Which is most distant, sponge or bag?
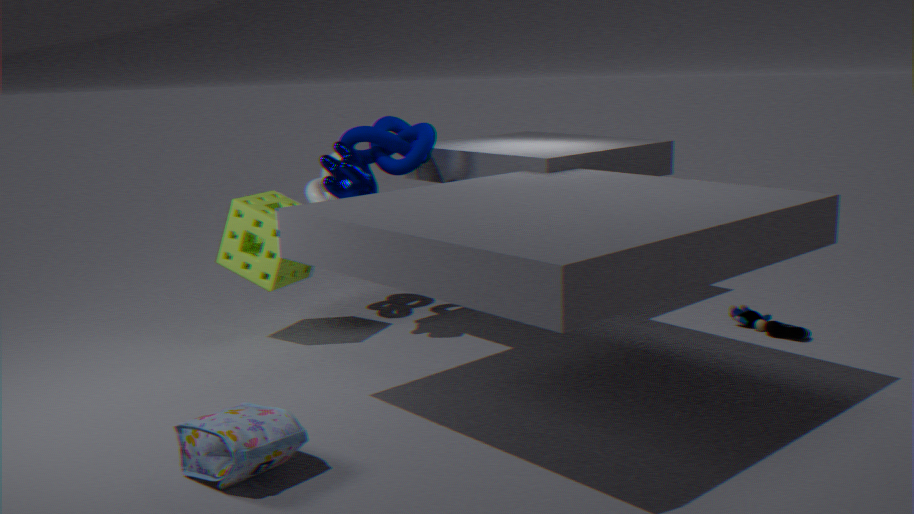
sponge
